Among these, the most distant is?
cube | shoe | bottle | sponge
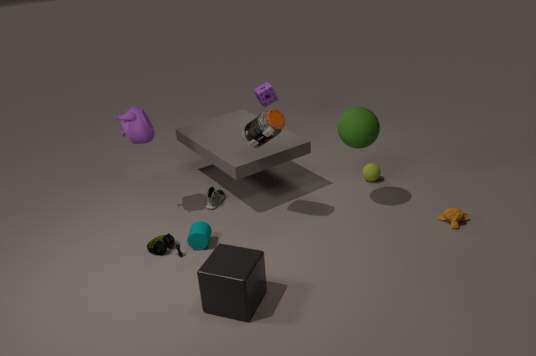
sponge
